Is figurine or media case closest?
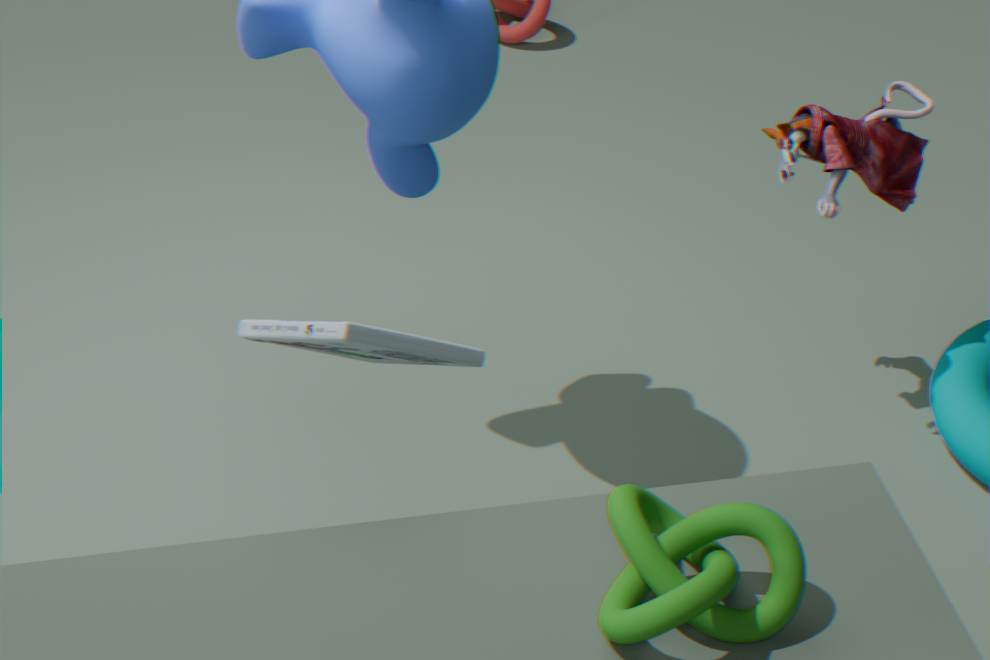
media case
